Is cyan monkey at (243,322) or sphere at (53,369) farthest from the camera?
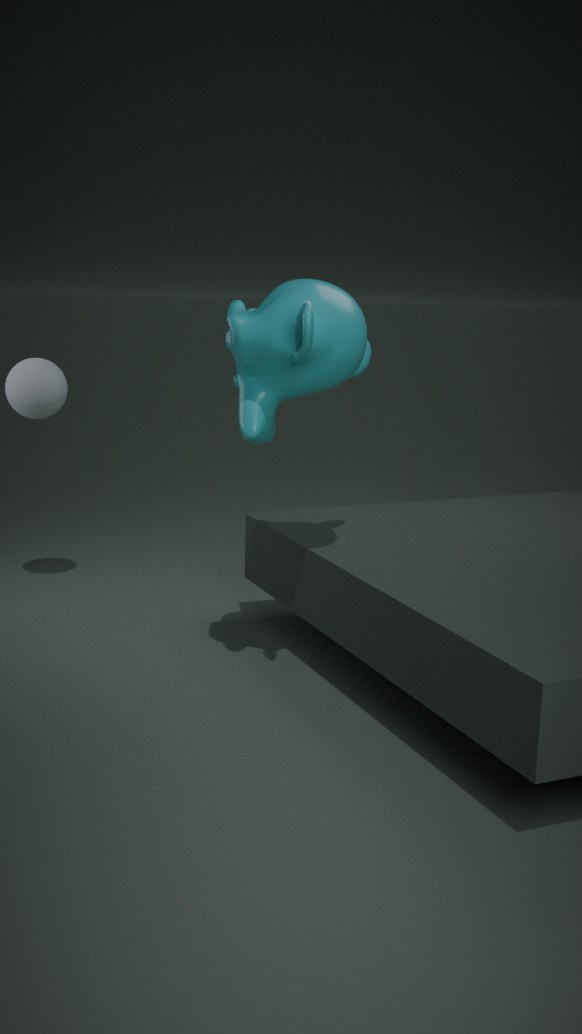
sphere at (53,369)
